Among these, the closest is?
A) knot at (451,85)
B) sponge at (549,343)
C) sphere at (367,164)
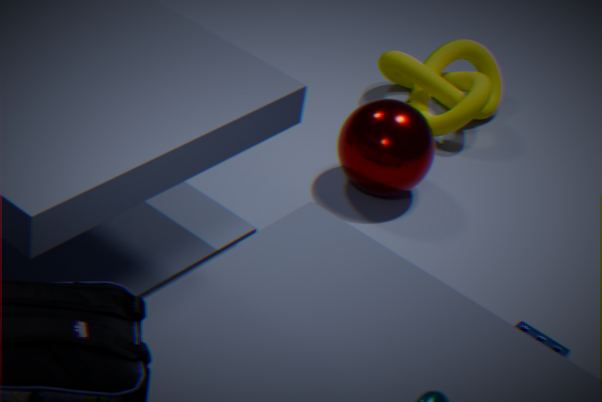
sponge at (549,343)
